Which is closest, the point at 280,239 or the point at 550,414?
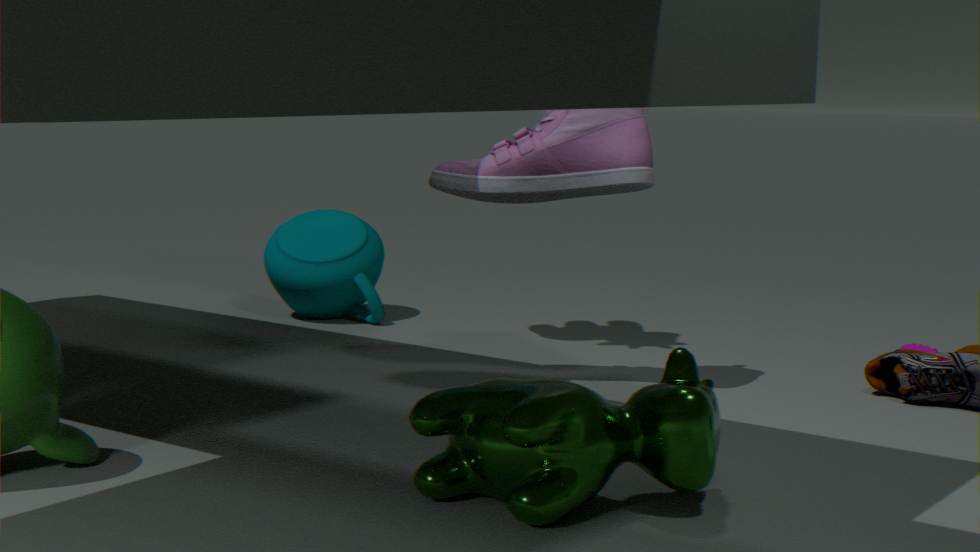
the point at 550,414
